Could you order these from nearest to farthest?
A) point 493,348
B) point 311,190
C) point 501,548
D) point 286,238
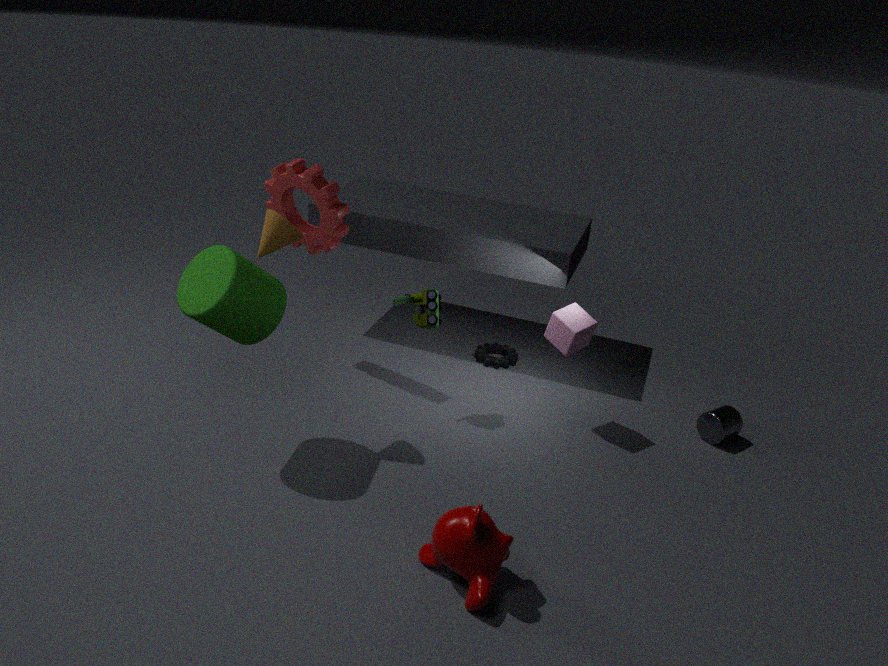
point 501,548
point 286,238
point 311,190
point 493,348
